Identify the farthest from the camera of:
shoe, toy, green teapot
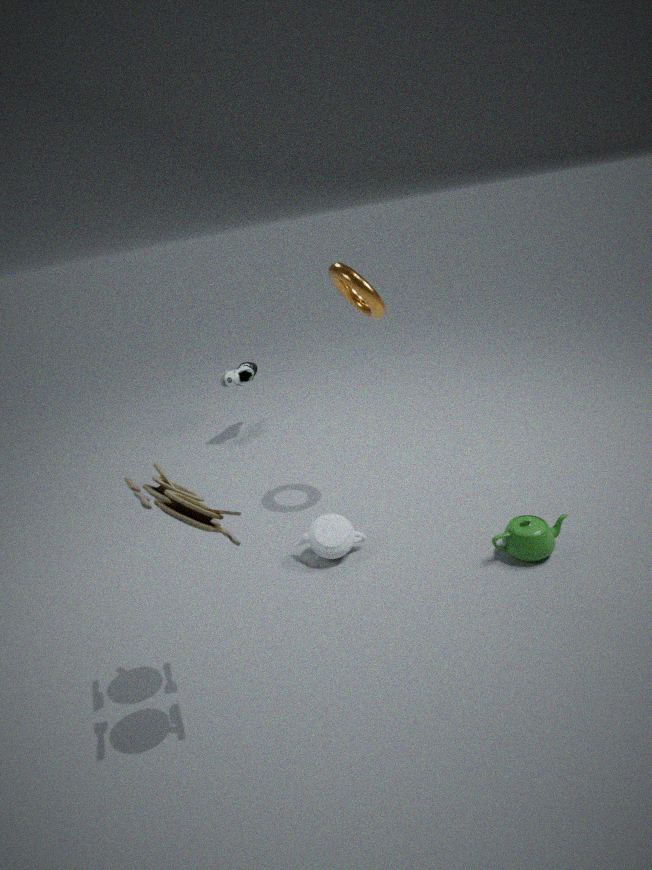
shoe
